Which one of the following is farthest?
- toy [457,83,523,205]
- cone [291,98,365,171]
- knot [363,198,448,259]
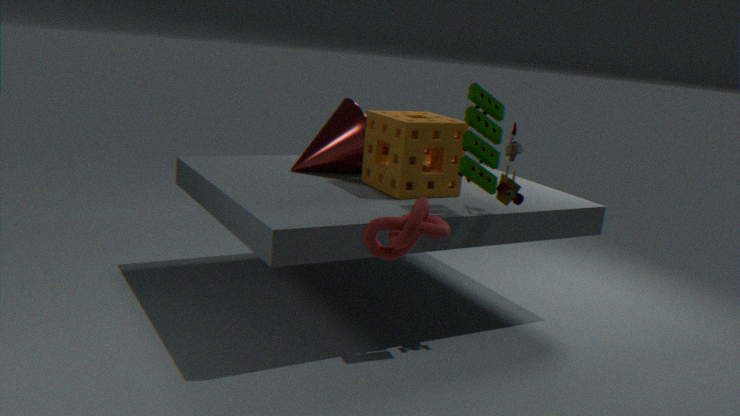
cone [291,98,365,171]
